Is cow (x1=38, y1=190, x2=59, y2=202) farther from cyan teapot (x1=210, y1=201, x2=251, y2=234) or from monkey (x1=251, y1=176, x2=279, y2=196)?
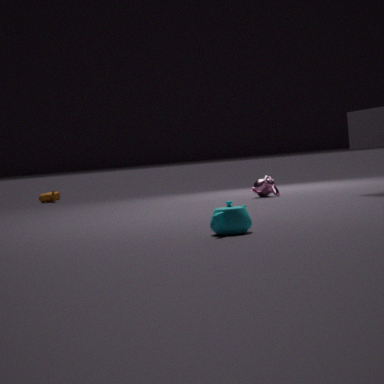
cyan teapot (x1=210, y1=201, x2=251, y2=234)
